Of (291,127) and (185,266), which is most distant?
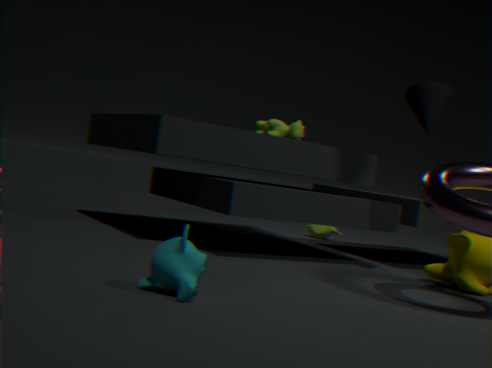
(291,127)
